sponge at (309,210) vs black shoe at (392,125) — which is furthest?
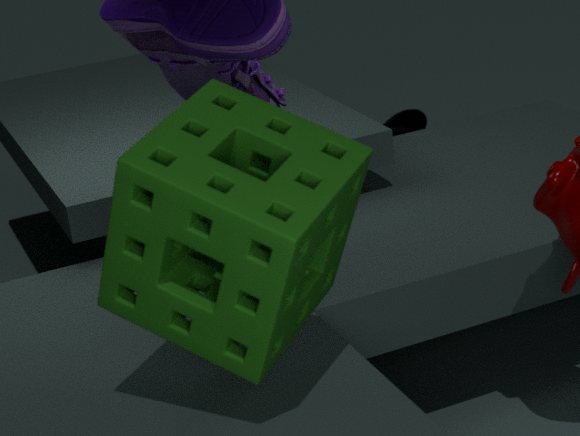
black shoe at (392,125)
